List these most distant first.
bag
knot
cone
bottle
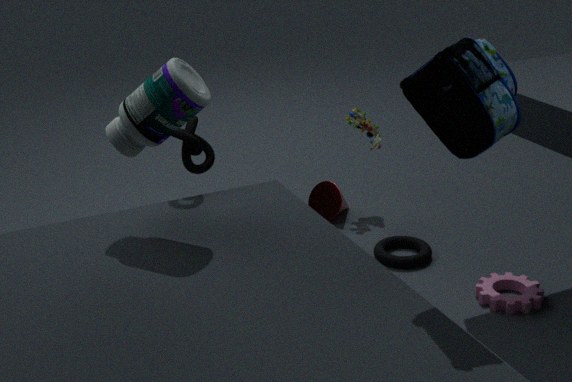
1. cone
2. knot
3. bottle
4. bag
